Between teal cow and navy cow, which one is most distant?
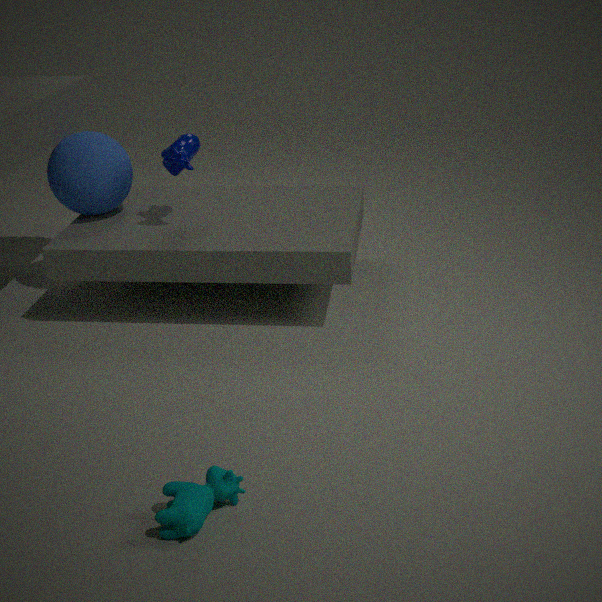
navy cow
